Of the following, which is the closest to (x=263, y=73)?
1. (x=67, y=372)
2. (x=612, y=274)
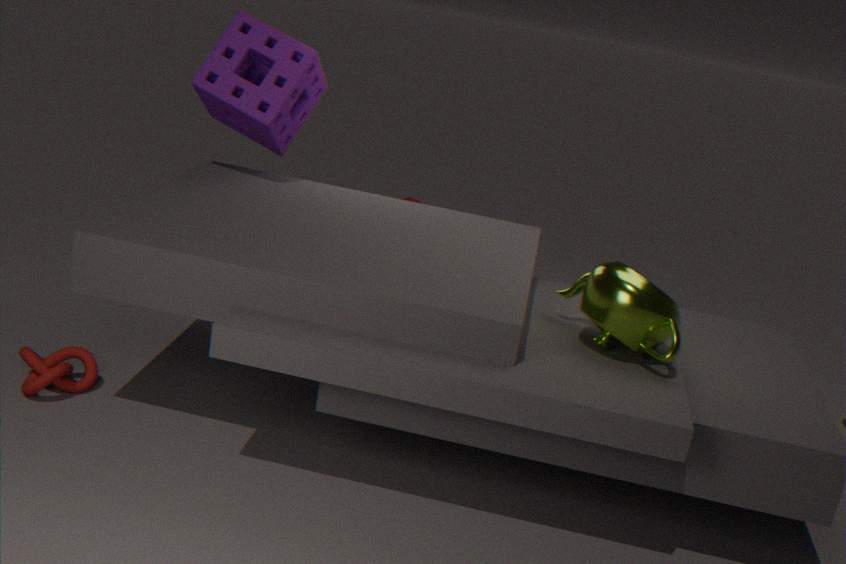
(x=67, y=372)
